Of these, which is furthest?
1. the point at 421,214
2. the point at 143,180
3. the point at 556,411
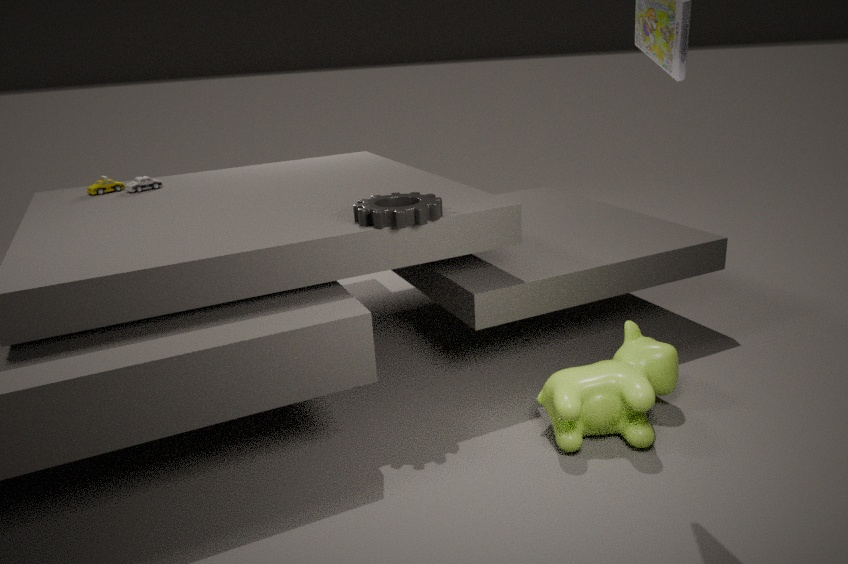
the point at 143,180
